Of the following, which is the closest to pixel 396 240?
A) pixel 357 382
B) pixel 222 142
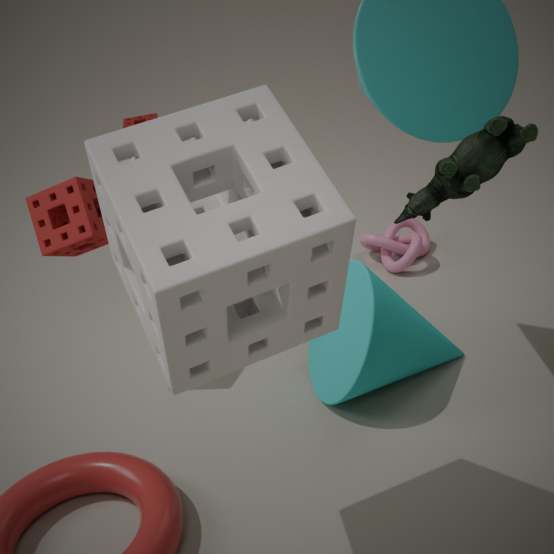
pixel 357 382
